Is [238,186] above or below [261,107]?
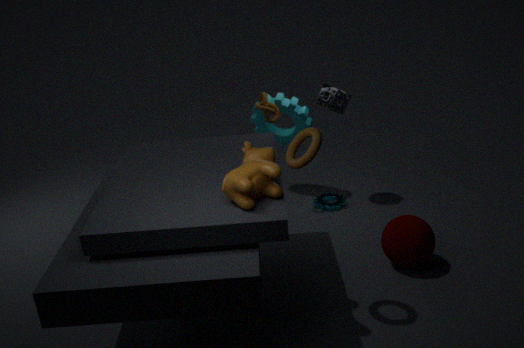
above
